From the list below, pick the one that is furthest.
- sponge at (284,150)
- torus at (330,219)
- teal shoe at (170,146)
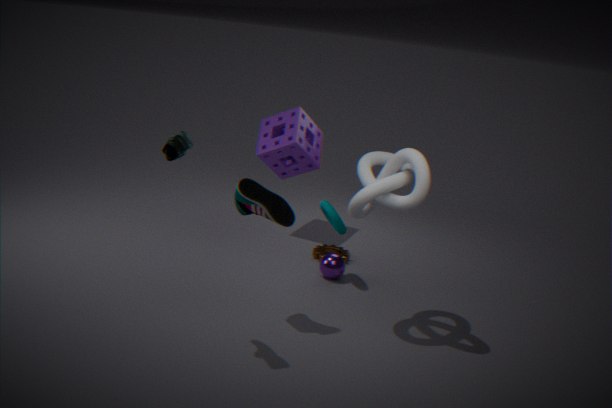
sponge at (284,150)
